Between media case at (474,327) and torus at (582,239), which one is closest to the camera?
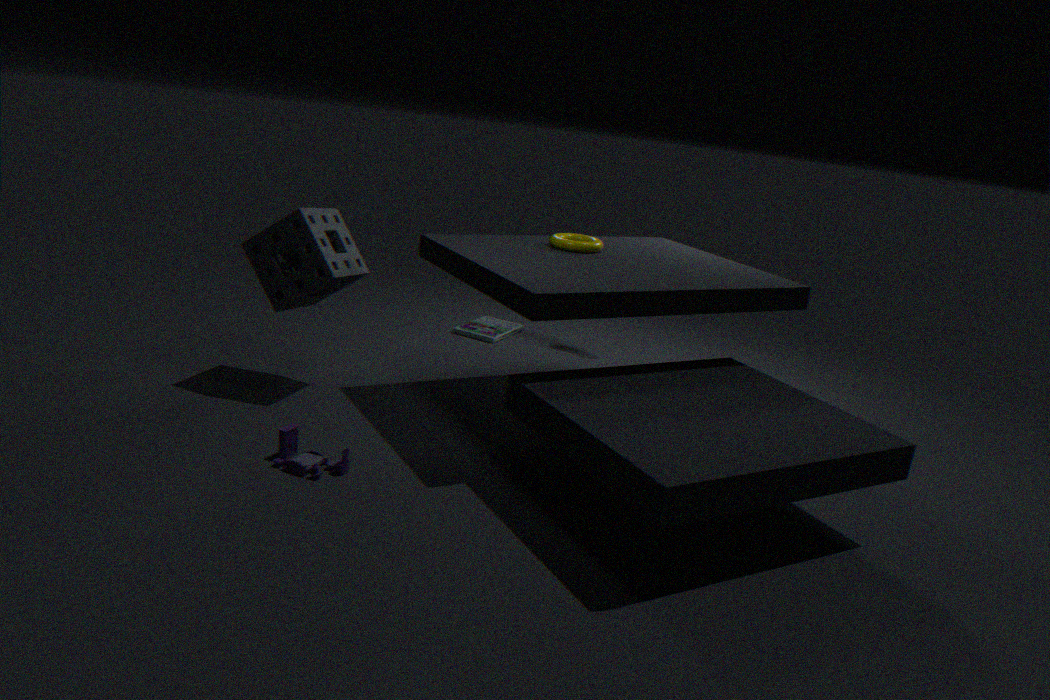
torus at (582,239)
